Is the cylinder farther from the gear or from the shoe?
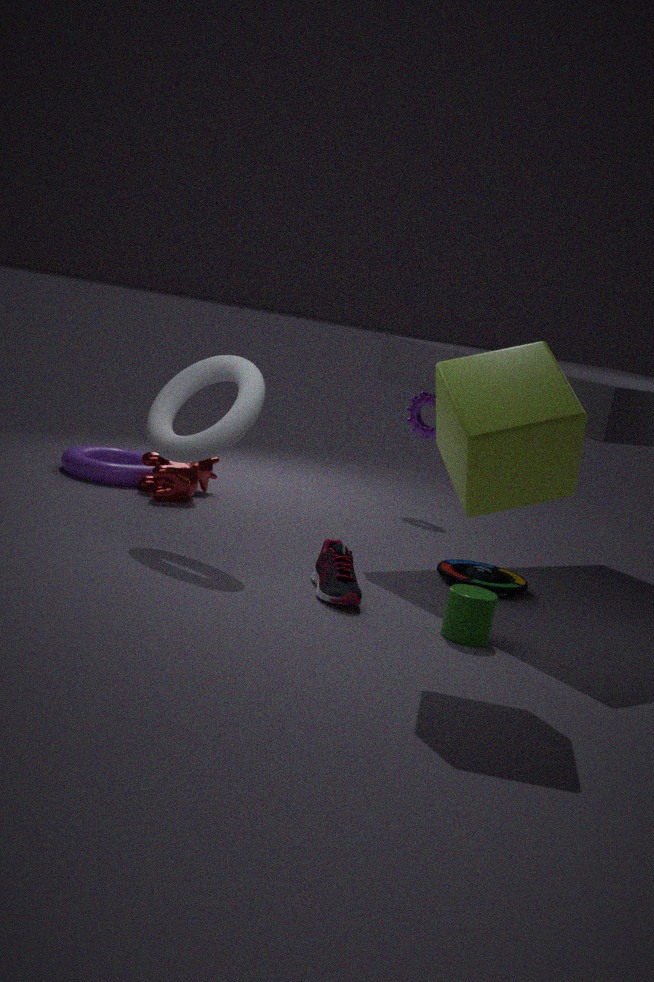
the gear
